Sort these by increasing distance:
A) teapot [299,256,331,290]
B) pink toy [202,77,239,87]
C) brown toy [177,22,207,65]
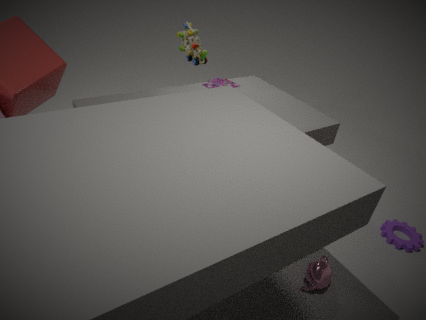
teapot [299,256,331,290] → brown toy [177,22,207,65] → pink toy [202,77,239,87]
